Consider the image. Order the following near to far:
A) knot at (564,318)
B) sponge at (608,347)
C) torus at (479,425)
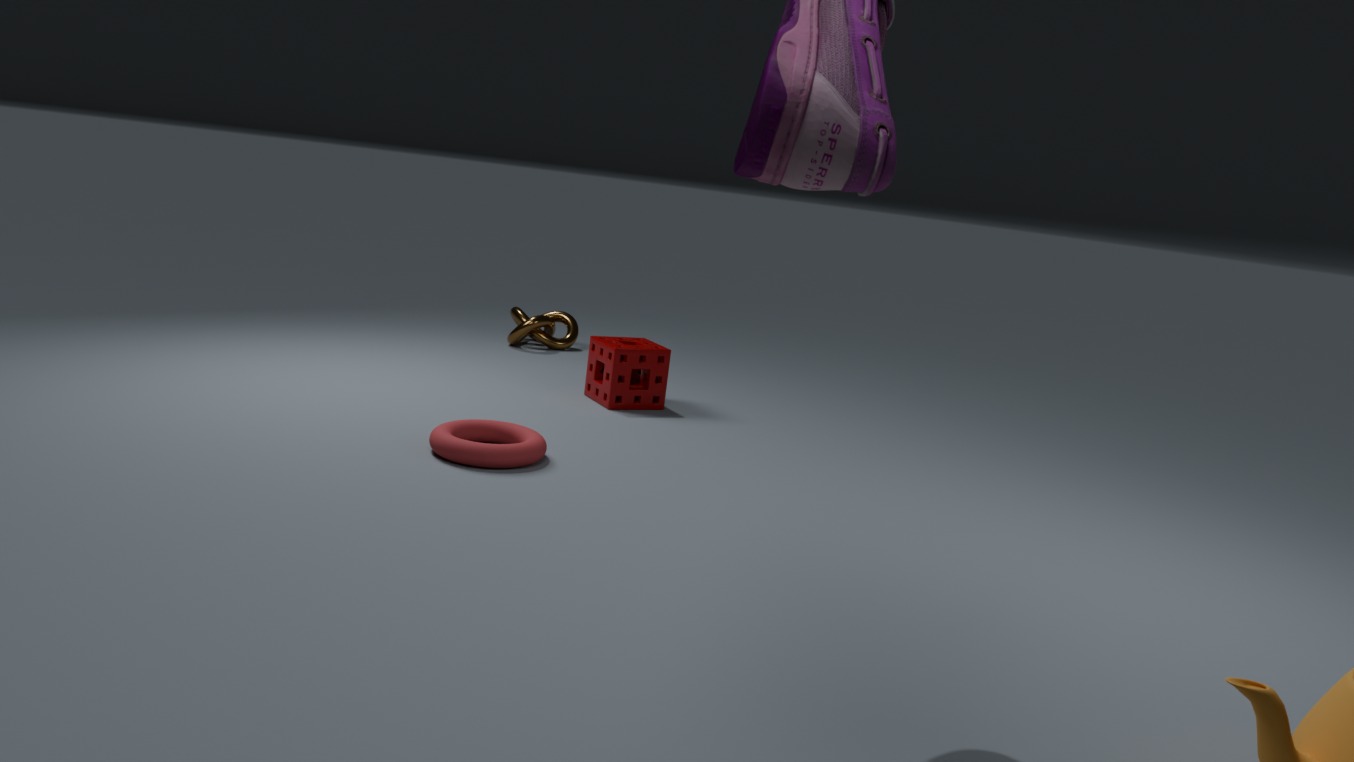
torus at (479,425) < sponge at (608,347) < knot at (564,318)
